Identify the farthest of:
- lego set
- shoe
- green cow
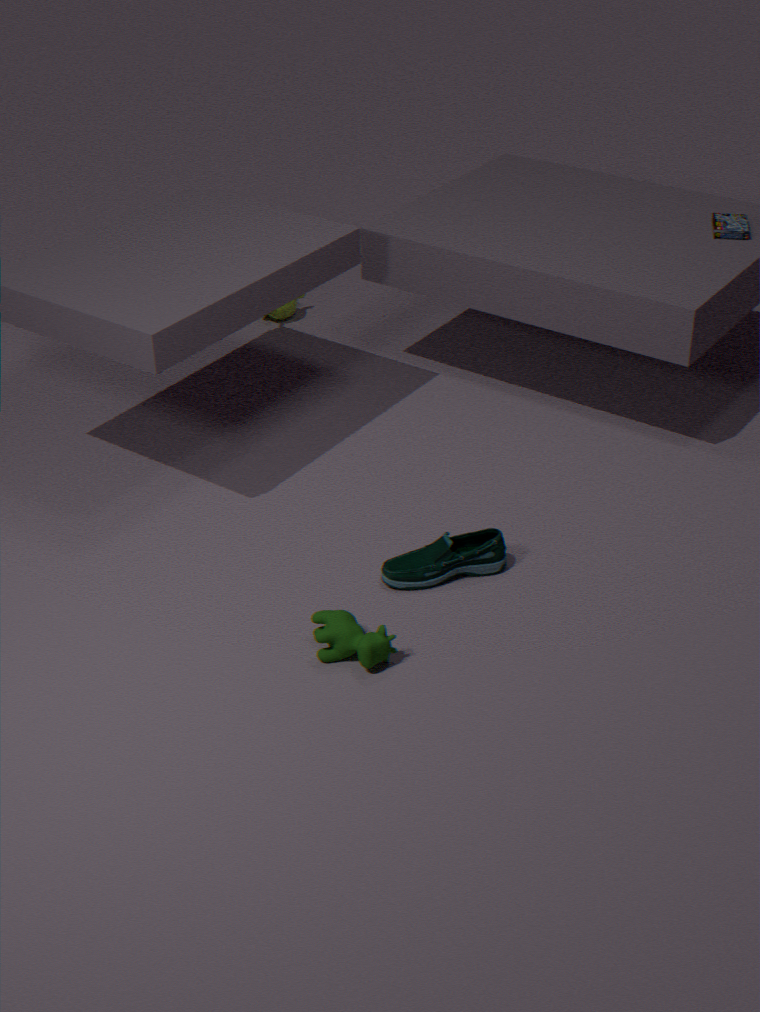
lego set
